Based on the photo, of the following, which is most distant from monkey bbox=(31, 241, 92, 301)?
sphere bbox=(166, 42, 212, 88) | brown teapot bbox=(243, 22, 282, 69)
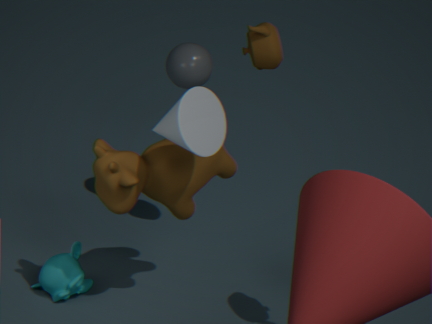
brown teapot bbox=(243, 22, 282, 69)
